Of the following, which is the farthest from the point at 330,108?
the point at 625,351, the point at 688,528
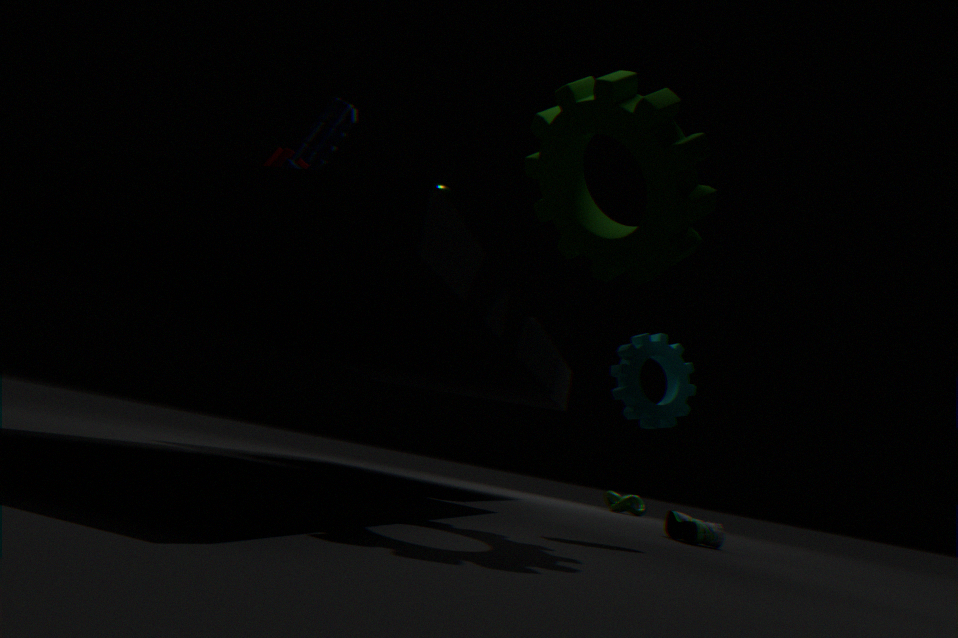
the point at 688,528
